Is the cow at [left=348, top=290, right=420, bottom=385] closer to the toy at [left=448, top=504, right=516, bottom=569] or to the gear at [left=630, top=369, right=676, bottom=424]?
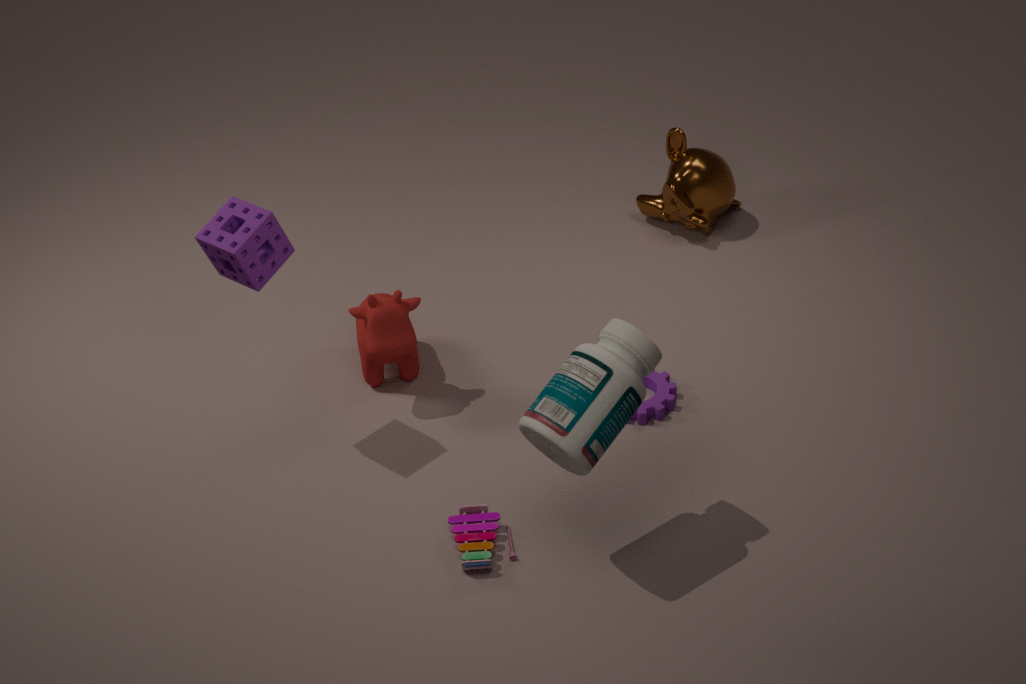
the toy at [left=448, top=504, right=516, bottom=569]
